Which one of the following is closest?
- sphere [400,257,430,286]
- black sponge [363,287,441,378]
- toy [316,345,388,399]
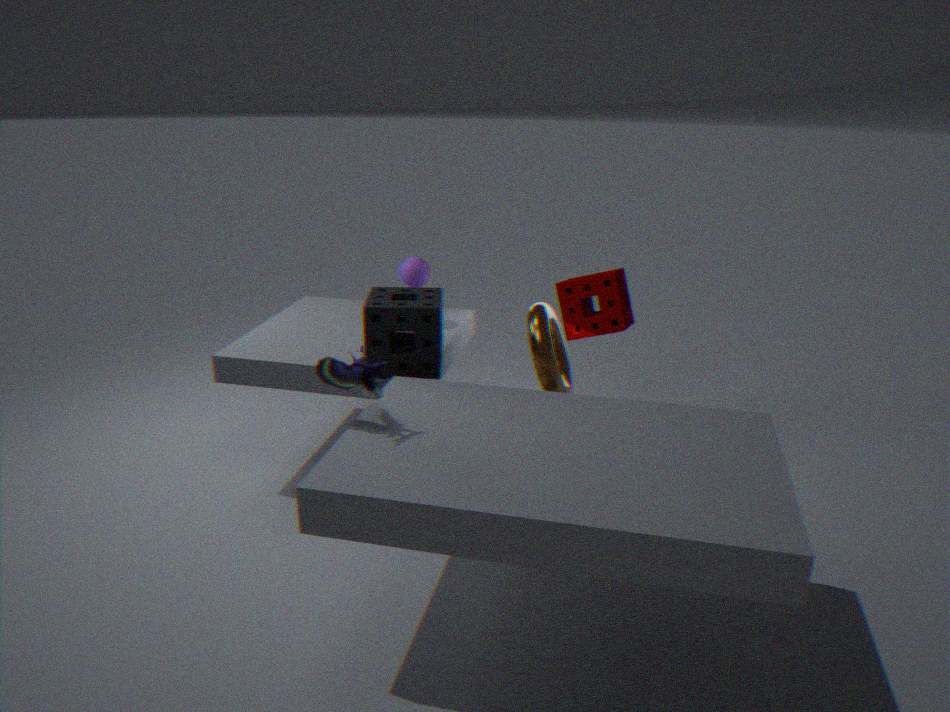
toy [316,345,388,399]
